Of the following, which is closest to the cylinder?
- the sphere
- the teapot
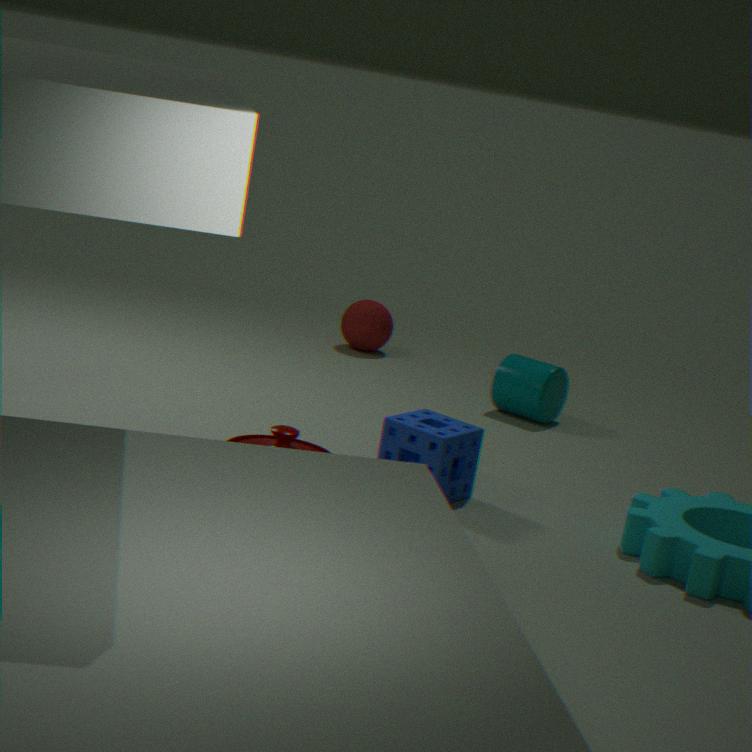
the sphere
